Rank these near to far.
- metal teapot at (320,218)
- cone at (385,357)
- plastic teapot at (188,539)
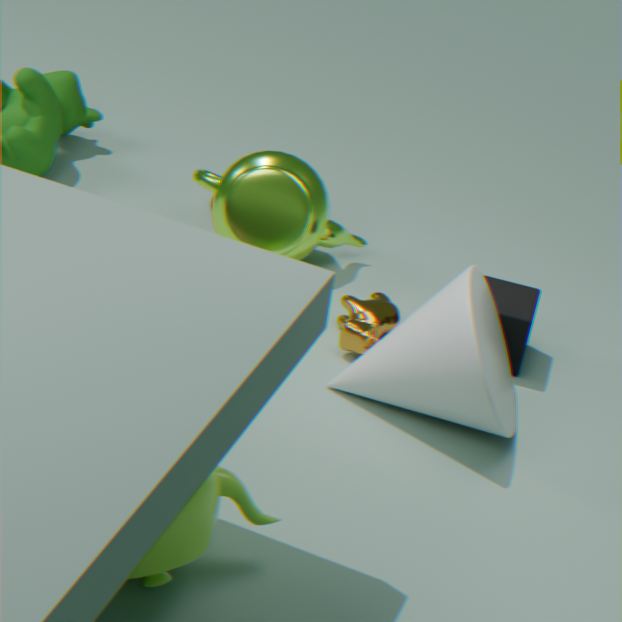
plastic teapot at (188,539) → cone at (385,357) → metal teapot at (320,218)
